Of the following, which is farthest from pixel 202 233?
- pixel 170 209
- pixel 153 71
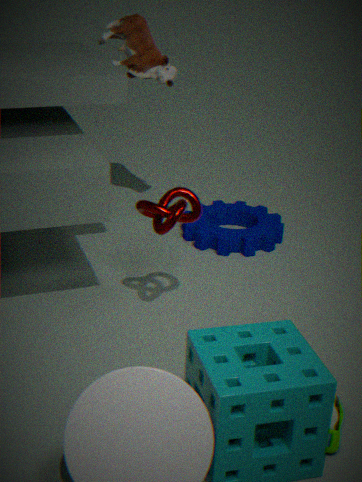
pixel 153 71
